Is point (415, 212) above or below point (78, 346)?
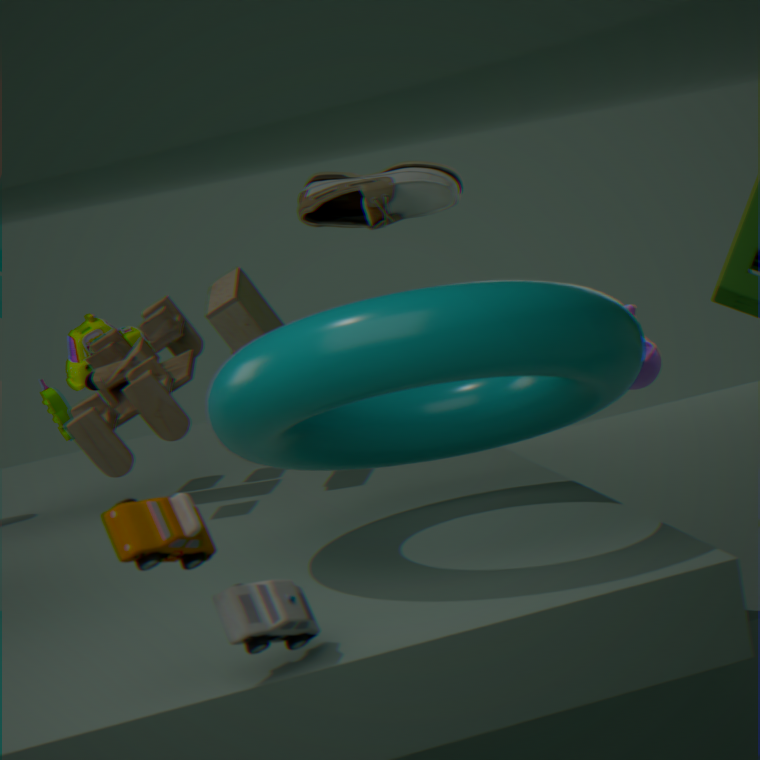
above
